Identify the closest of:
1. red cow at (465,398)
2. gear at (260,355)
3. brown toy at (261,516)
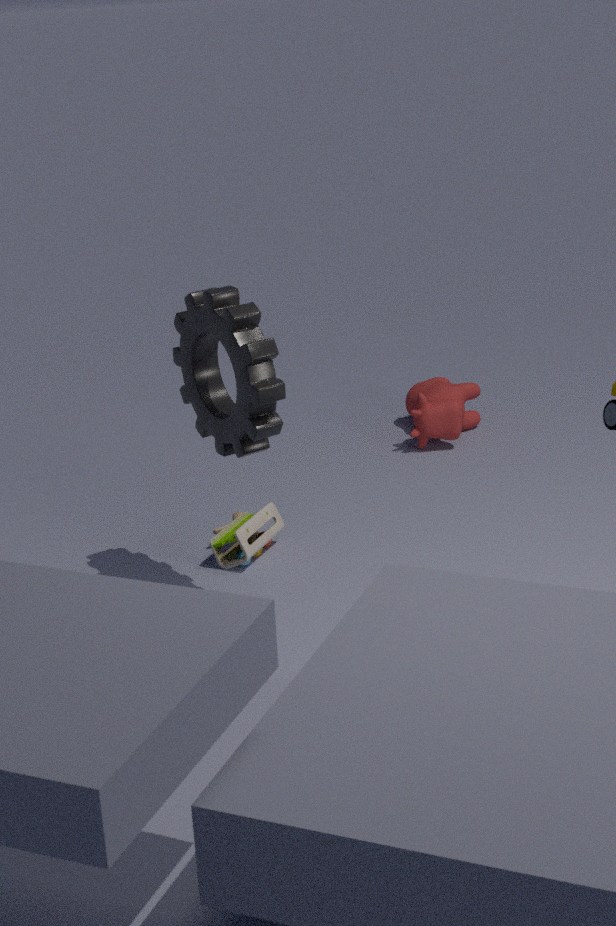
gear at (260,355)
